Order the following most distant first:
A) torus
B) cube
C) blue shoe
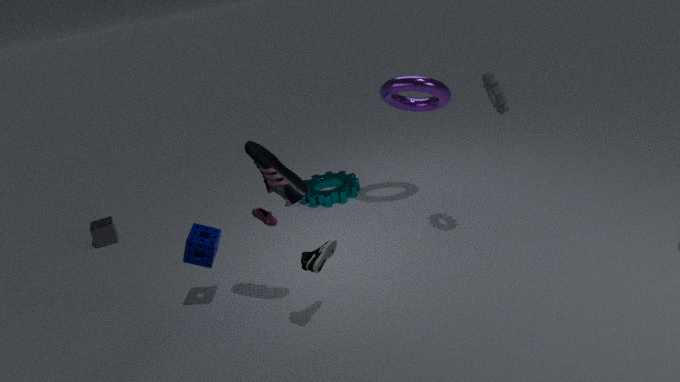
cube, torus, blue shoe
